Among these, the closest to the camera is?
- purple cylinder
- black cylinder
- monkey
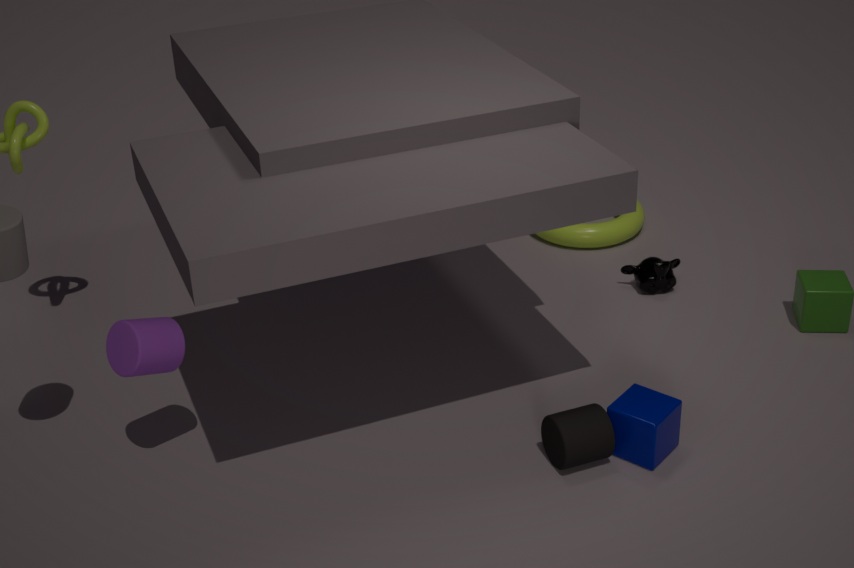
purple cylinder
